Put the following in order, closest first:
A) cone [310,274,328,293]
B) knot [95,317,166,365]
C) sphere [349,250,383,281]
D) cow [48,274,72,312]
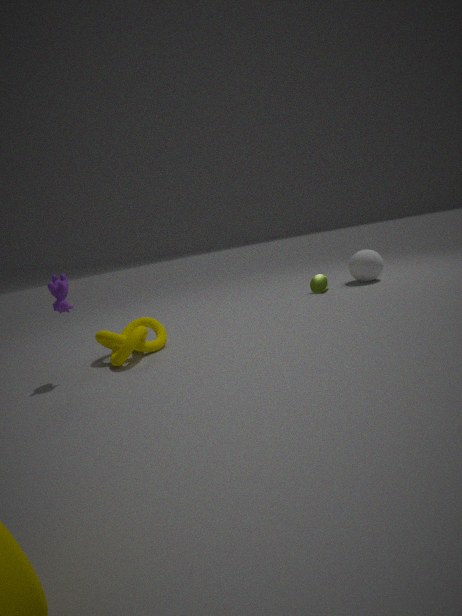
cow [48,274,72,312]
knot [95,317,166,365]
cone [310,274,328,293]
sphere [349,250,383,281]
